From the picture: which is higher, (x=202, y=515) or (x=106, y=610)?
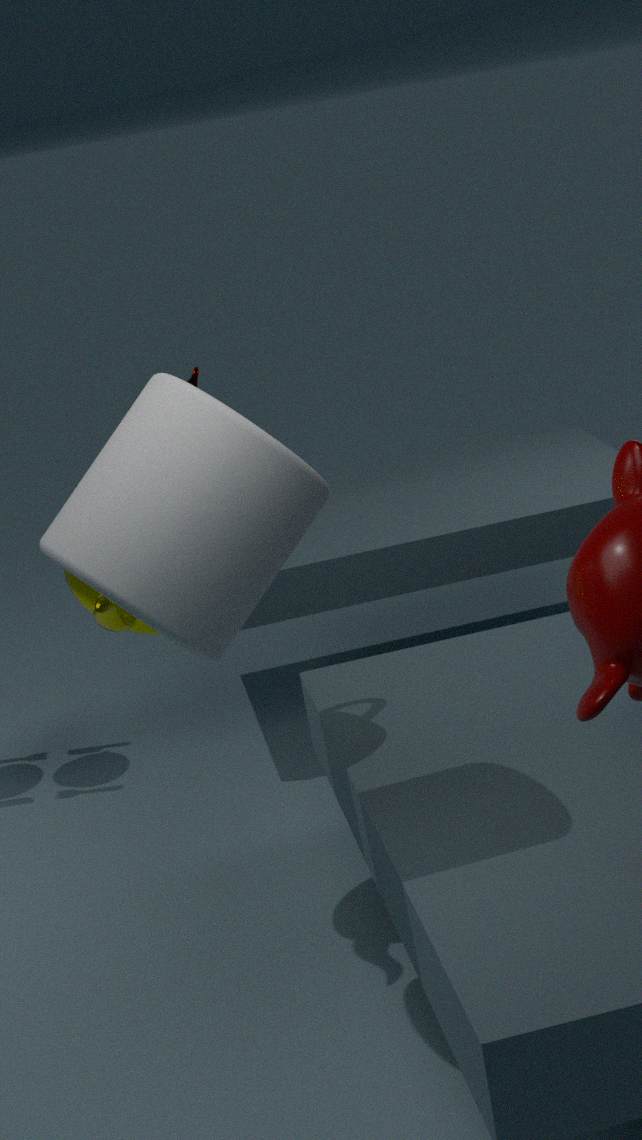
(x=202, y=515)
